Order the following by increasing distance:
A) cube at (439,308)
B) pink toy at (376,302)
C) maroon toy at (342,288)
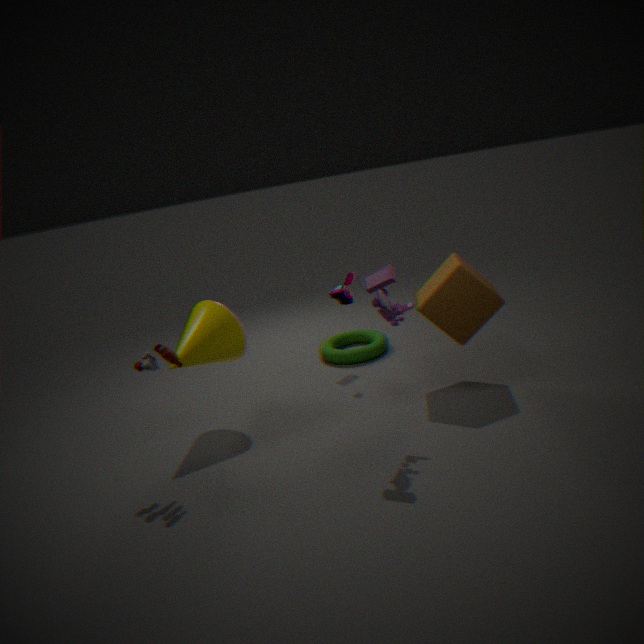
pink toy at (376,302) → cube at (439,308) → maroon toy at (342,288)
